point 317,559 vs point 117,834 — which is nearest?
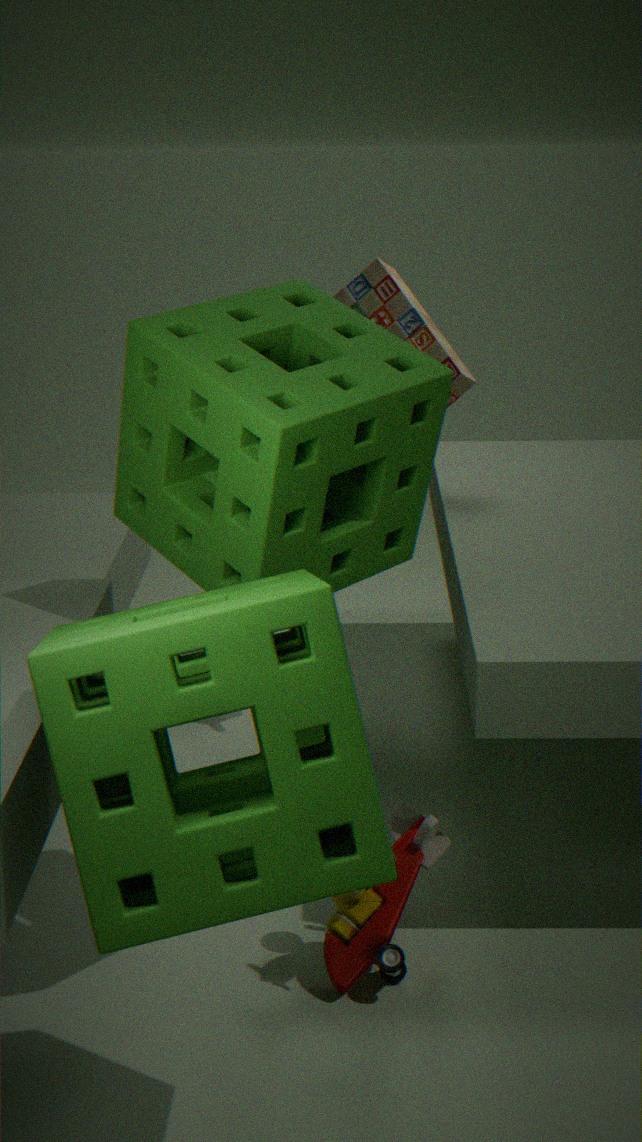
point 117,834
